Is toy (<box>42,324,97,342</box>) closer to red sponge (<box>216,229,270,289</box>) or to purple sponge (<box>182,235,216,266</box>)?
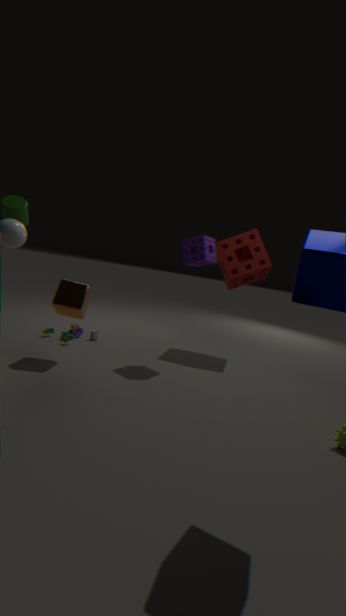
purple sponge (<box>182,235,216,266</box>)
